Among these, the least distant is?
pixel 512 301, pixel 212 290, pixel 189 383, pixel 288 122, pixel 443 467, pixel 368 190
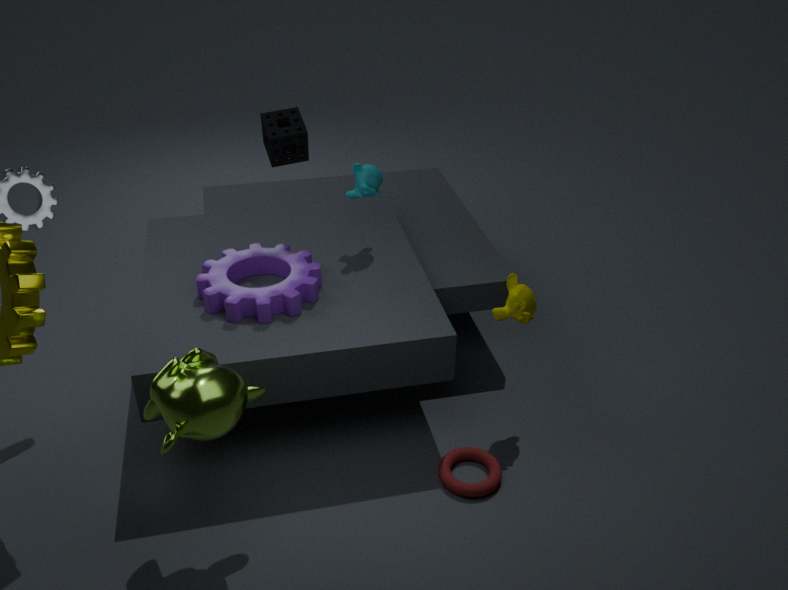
pixel 189 383
